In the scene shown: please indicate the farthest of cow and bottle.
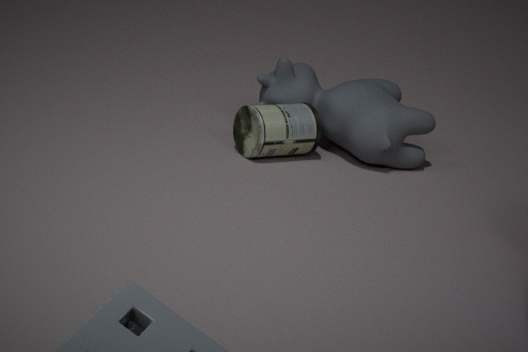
cow
